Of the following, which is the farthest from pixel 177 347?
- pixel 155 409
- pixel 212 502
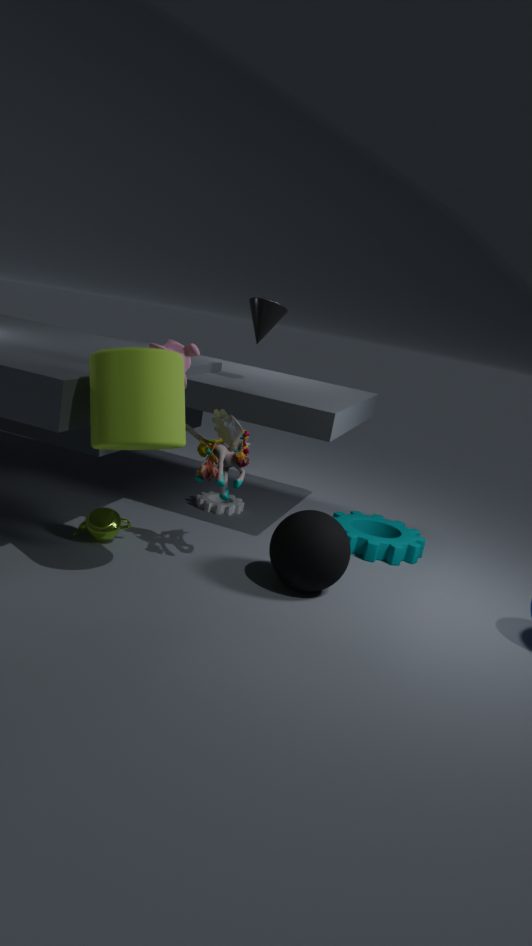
pixel 212 502
